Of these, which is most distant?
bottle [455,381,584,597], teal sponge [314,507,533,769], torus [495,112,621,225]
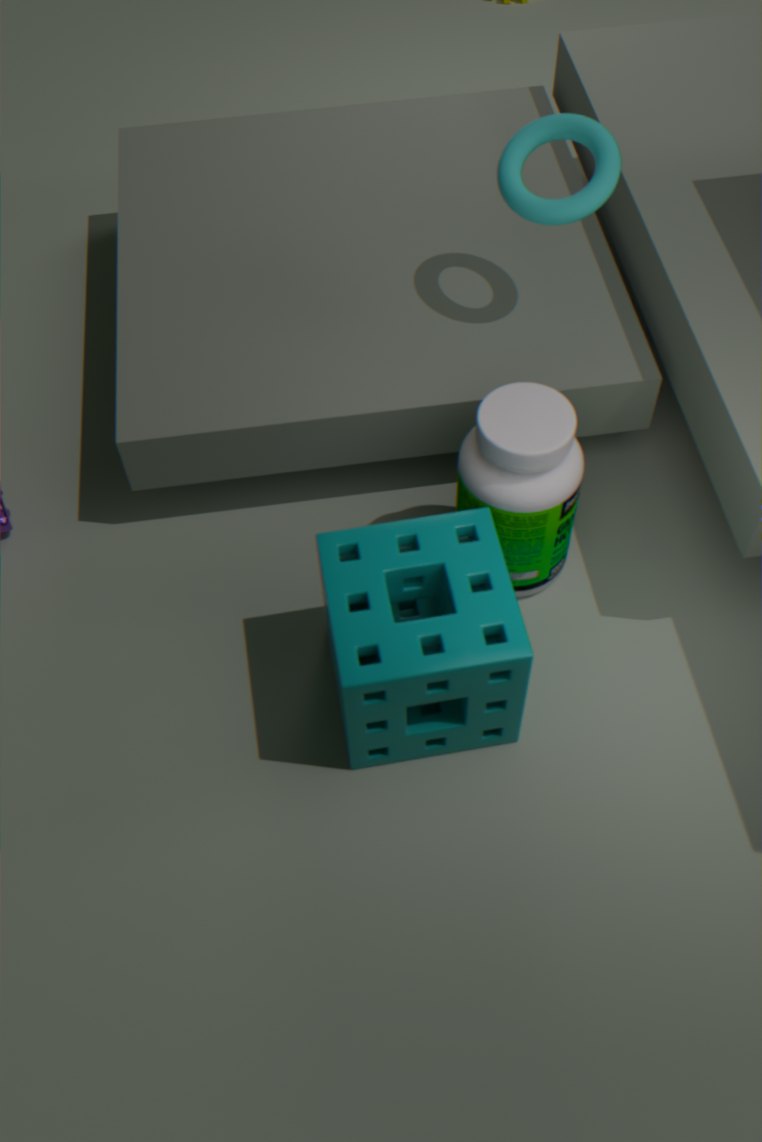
torus [495,112,621,225]
